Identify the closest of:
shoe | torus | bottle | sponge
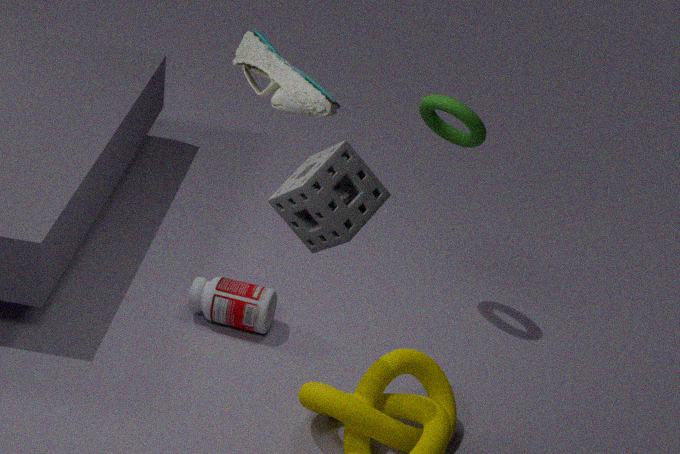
sponge
